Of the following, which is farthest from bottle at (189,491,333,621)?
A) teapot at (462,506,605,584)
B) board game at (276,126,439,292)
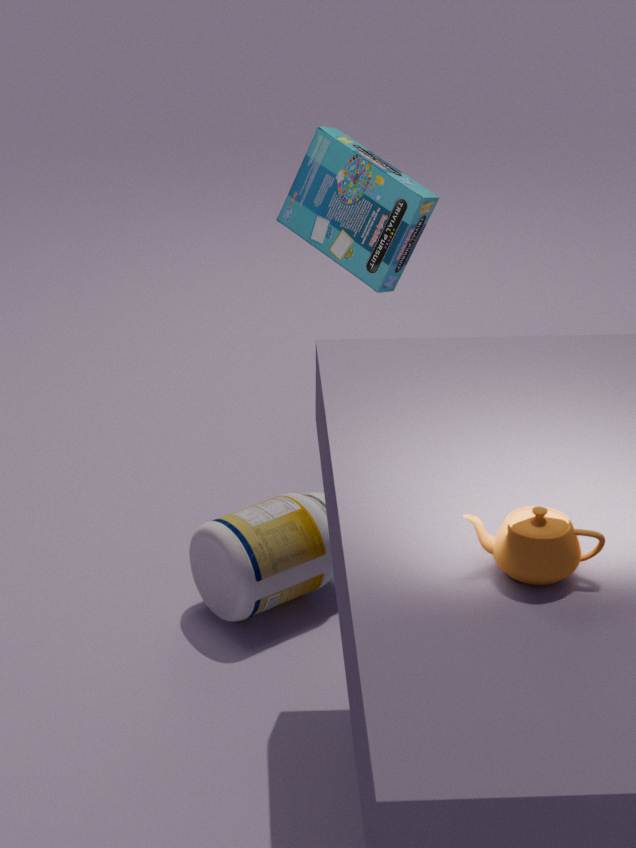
teapot at (462,506,605,584)
